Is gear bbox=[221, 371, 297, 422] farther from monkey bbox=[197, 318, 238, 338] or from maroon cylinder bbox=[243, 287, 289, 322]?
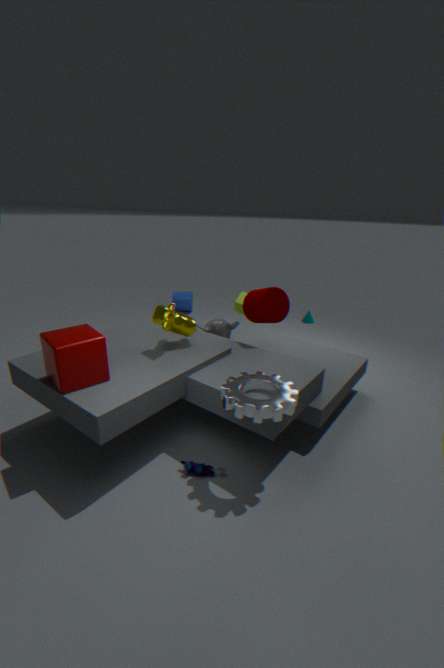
monkey bbox=[197, 318, 238, 338]
